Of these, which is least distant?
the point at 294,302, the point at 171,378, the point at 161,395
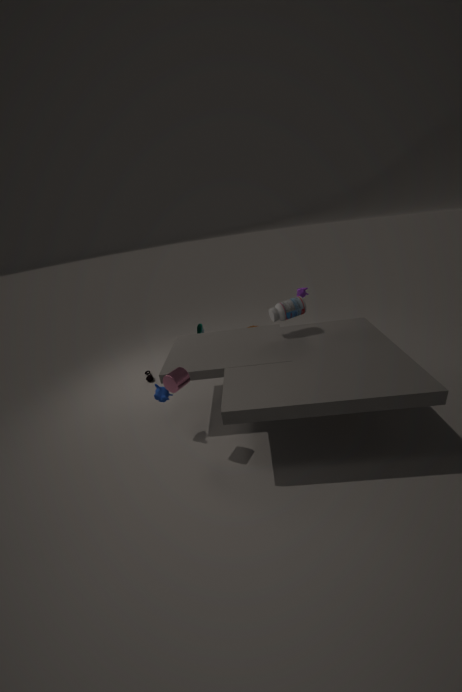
the point at 171,378
